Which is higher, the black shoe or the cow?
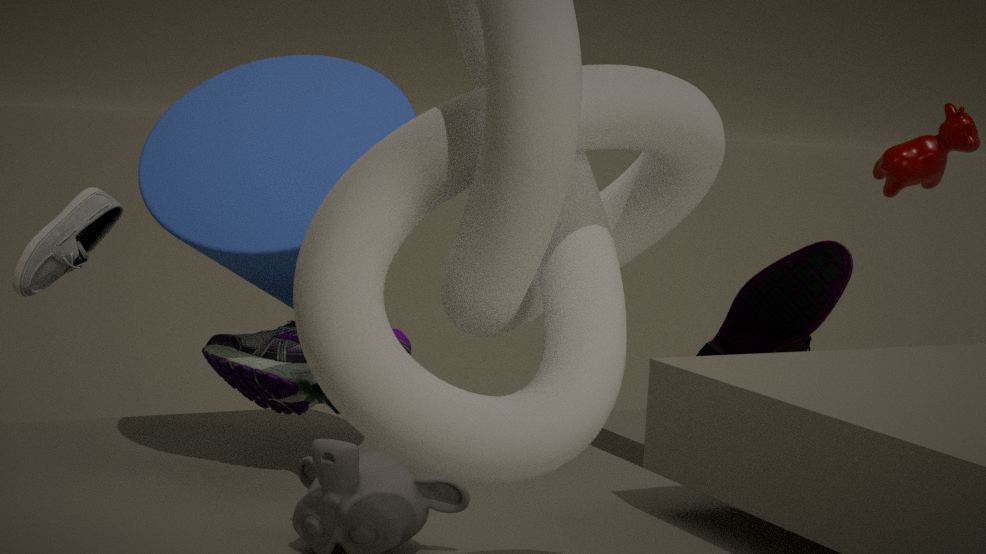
the cow
